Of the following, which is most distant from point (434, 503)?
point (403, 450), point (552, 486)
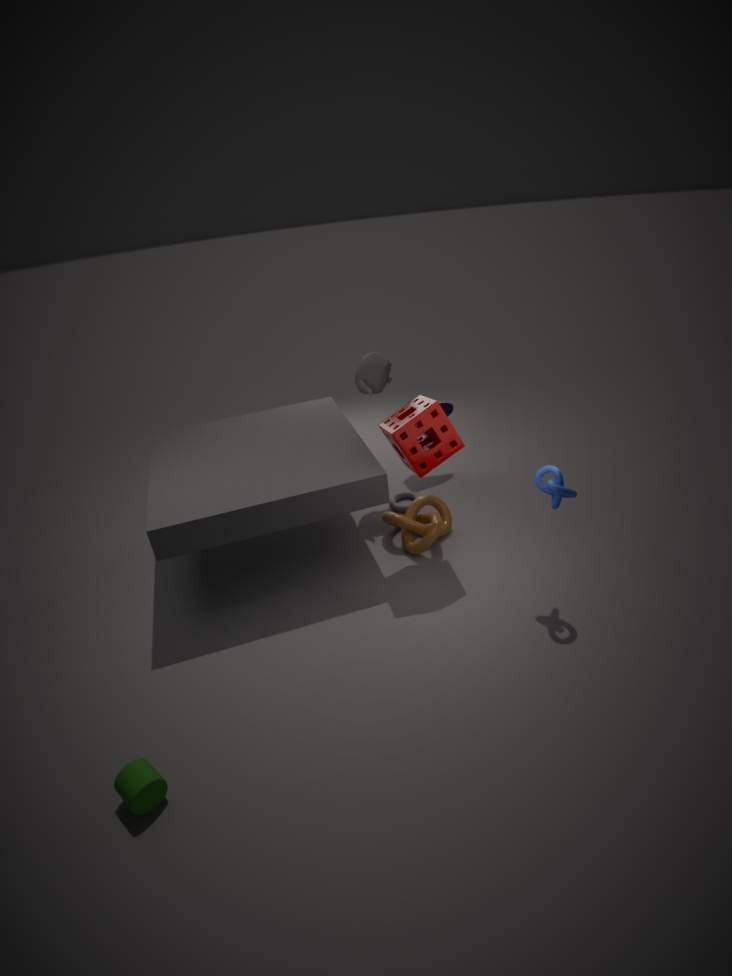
point (552, 486)
